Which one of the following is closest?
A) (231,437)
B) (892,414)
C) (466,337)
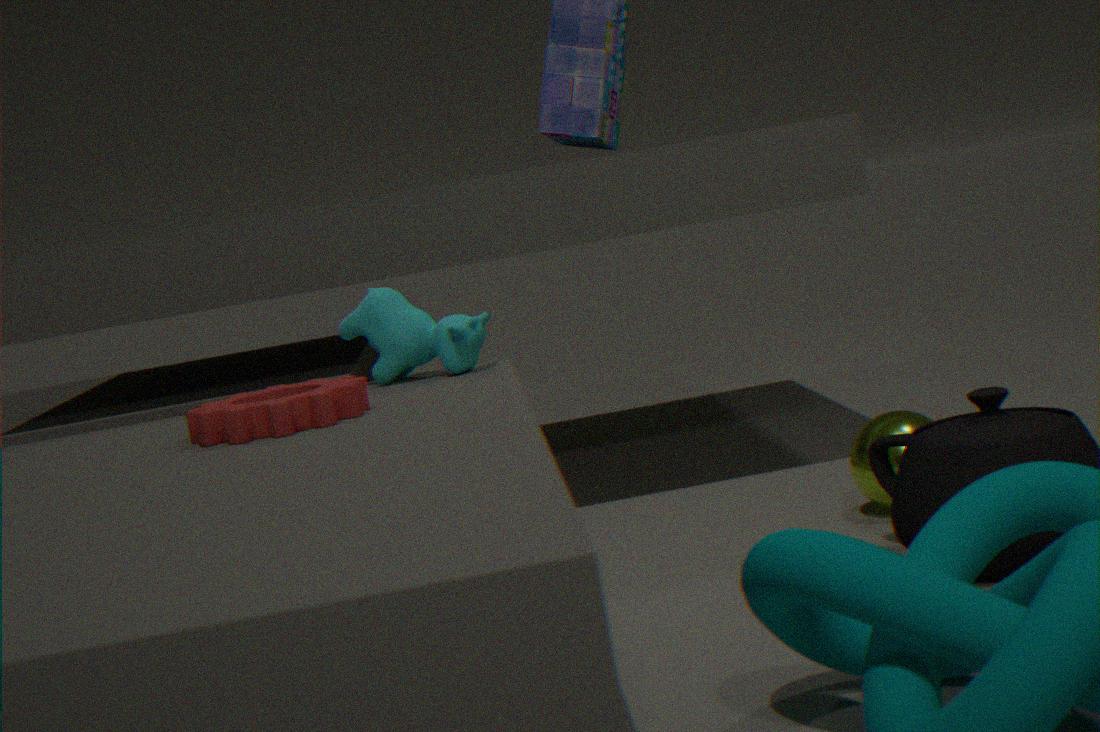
(231,437)
